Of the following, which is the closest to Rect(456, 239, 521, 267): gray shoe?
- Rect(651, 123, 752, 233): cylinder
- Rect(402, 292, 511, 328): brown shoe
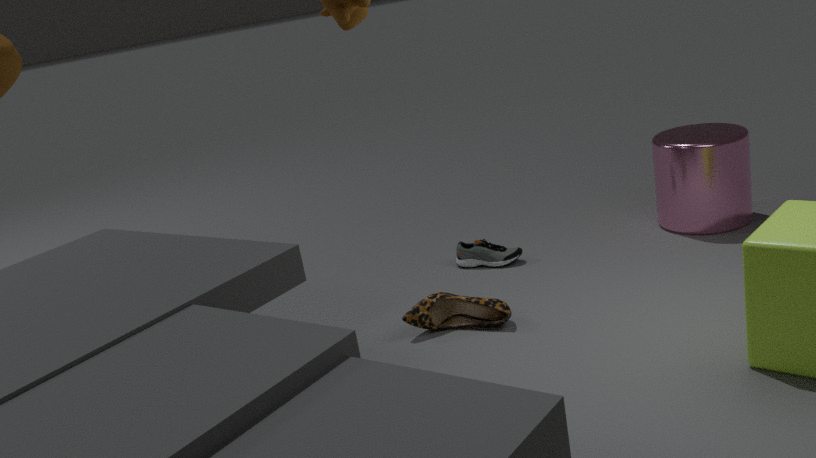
Rect(402, 292, 511, 328): brown shoe
